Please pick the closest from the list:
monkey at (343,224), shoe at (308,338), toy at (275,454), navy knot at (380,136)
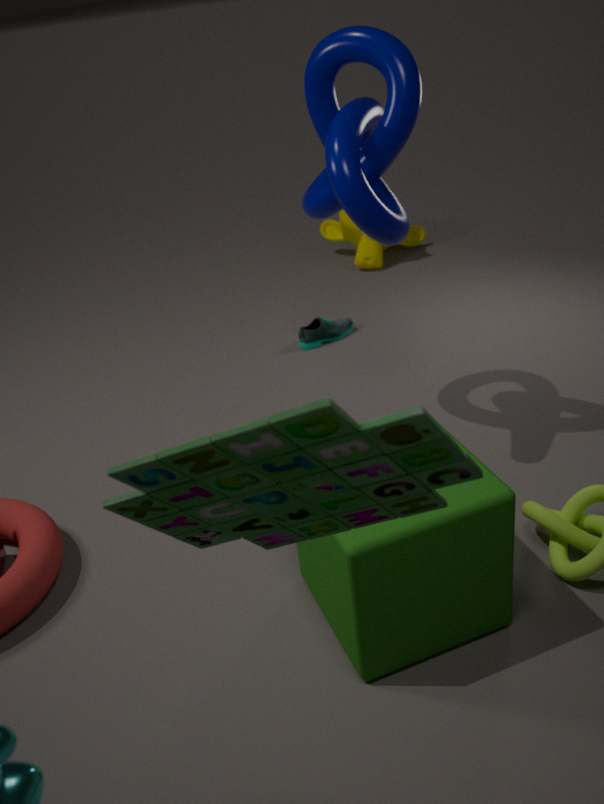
toy at (275,454)
